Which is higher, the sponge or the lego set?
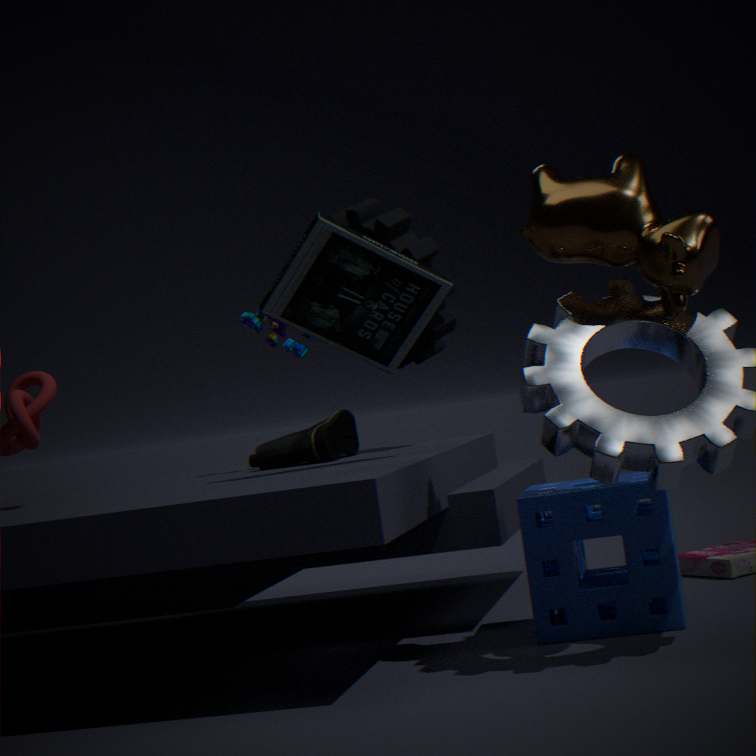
the lego set
